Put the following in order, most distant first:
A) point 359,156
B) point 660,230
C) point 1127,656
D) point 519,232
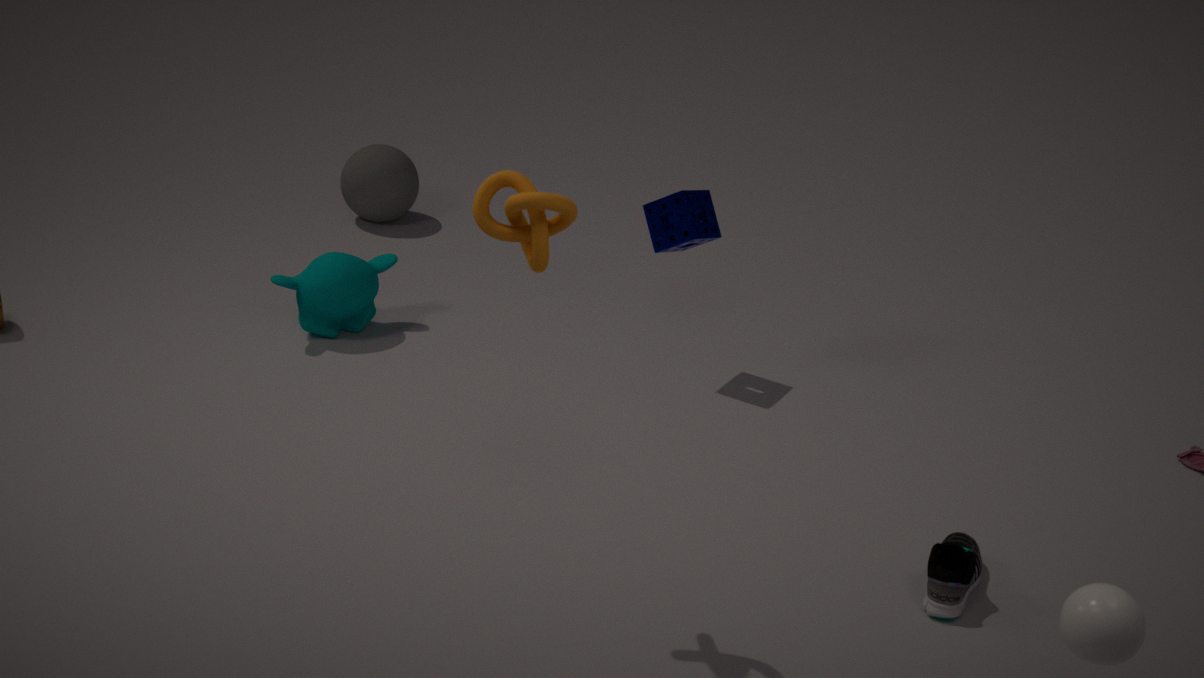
point 359,156, point 660,230, point 519,232, point 1127,656
